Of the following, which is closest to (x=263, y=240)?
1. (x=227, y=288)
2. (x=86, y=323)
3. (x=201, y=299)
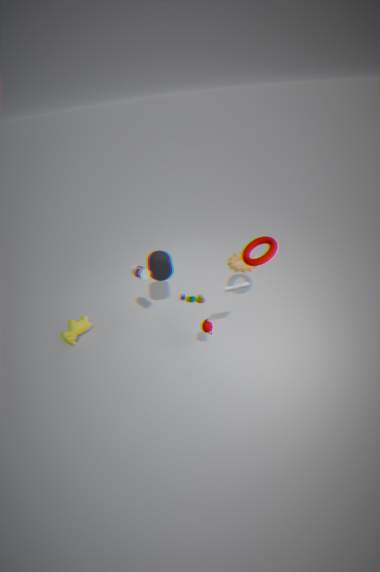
(x=227, y=288)
